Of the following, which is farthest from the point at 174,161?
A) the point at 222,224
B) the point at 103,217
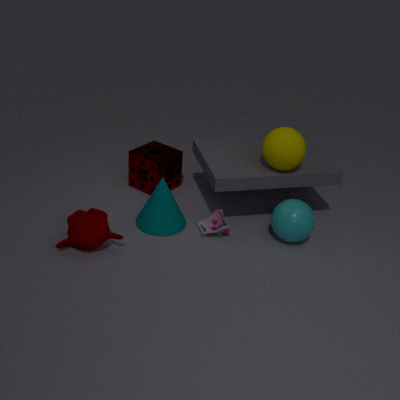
the point at 103,217
